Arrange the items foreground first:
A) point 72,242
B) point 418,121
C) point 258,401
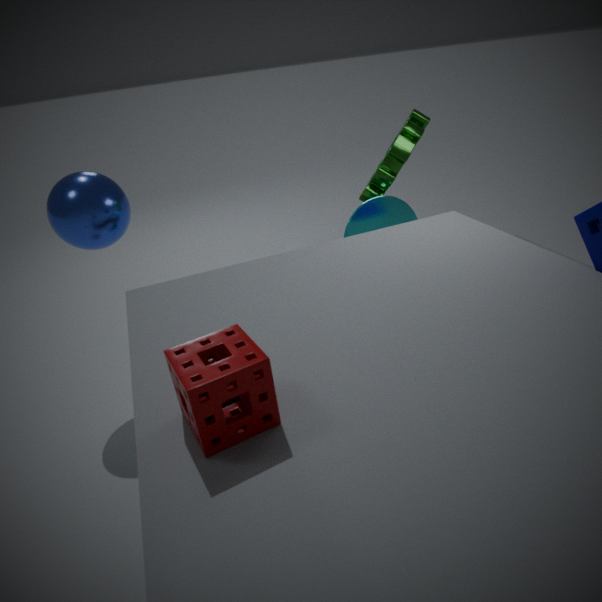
point 258,401 < point 72,242 < point 418,121
